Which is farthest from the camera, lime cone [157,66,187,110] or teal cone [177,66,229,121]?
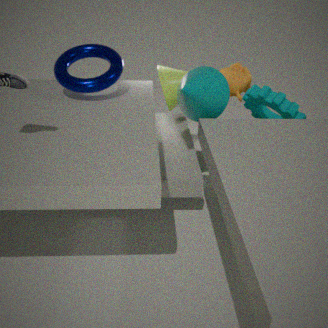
lime cone [157,66,187,110]
